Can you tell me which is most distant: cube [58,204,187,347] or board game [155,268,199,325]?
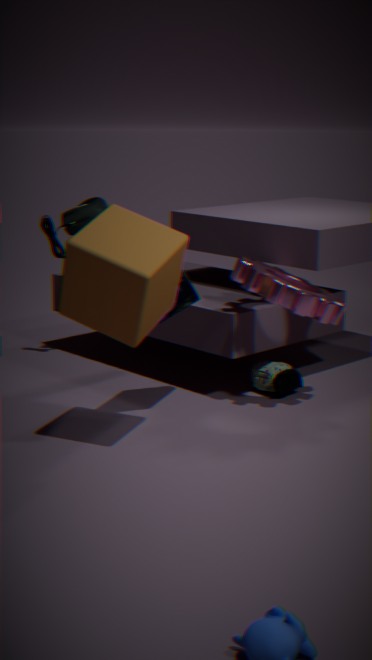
board game [155,268,199,325]
